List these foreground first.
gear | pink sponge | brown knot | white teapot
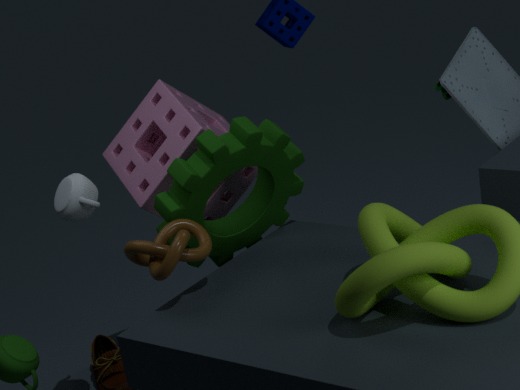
brown knot < gear < white teapot < pink sponge
